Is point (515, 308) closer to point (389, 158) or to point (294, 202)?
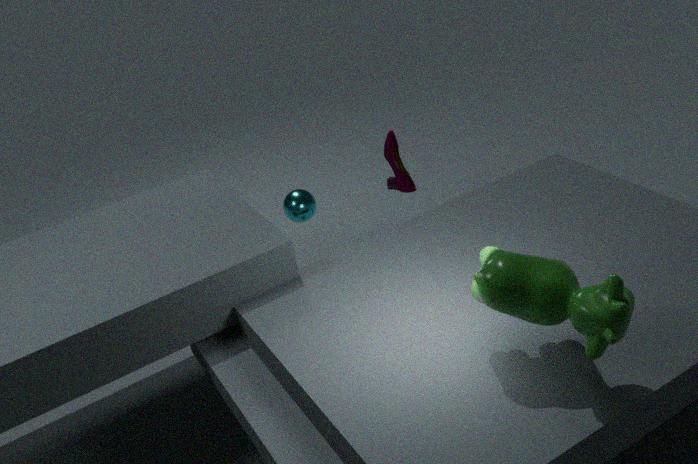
point (294, 202)
